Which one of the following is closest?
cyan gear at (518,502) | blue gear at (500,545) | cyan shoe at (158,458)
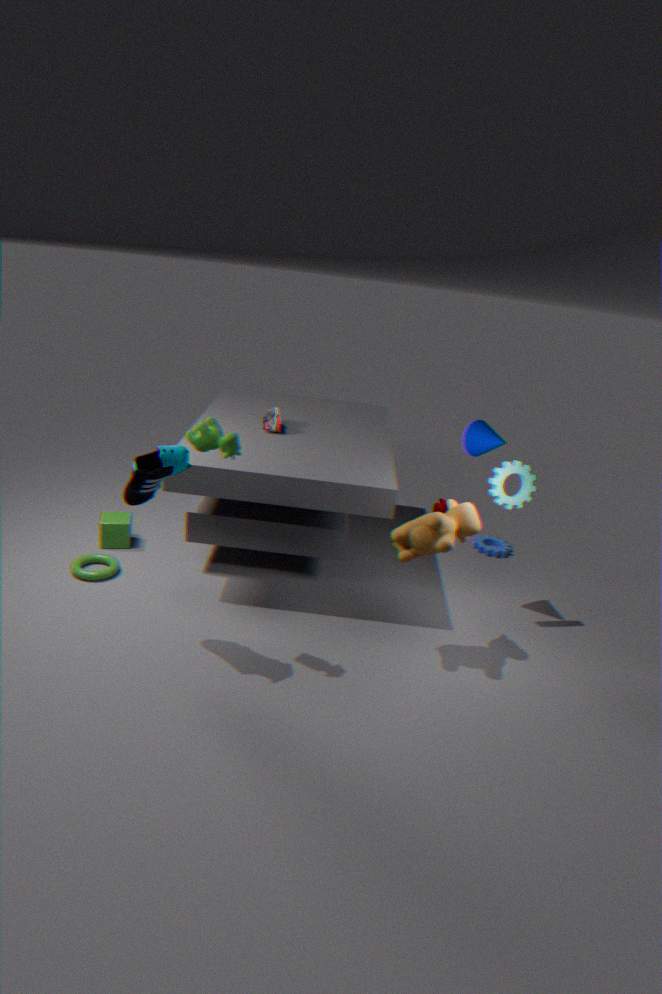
cyan shoe at (158,458)
